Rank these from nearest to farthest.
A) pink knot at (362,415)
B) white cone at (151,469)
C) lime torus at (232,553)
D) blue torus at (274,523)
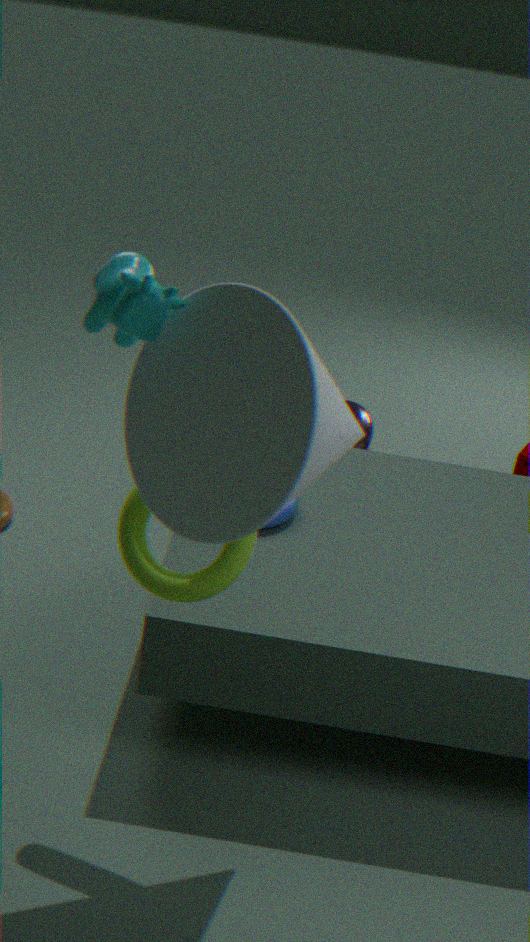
white cone at (151,469) → lime torus at (232,553) → blue torus at (274,523) → pink knot at (362,415)
